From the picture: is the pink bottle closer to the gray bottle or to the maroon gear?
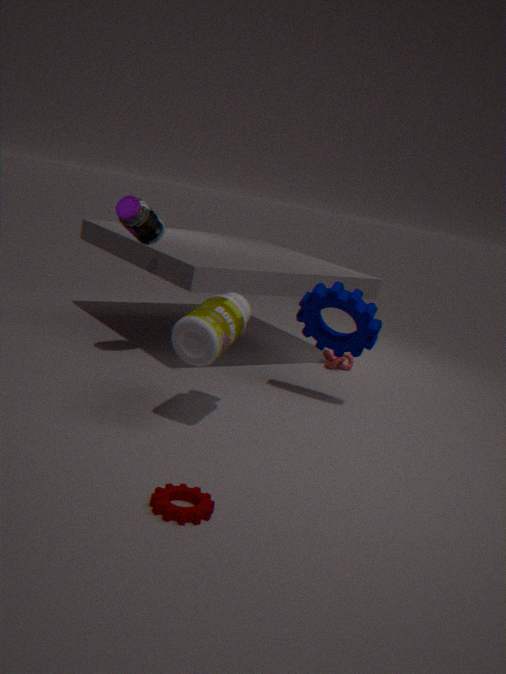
the gray bottle
